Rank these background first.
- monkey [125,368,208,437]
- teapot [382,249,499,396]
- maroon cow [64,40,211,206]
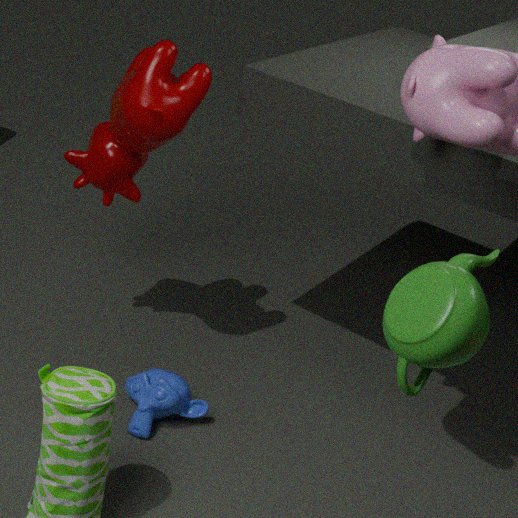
monkey [125,368,208,437]
maroon cow [64,40,211,206]
teapot [382,249,499,396]
